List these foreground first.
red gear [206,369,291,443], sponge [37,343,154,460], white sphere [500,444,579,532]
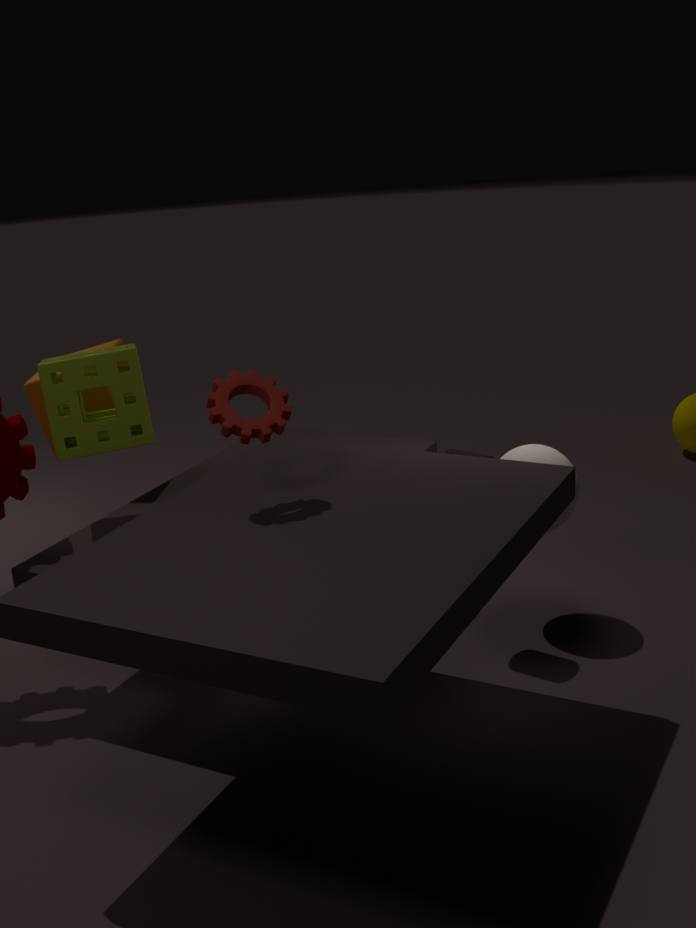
red gear [206,369,291,443] < sponge [37,343,154,460] < white sphere [500,444,579,532]
